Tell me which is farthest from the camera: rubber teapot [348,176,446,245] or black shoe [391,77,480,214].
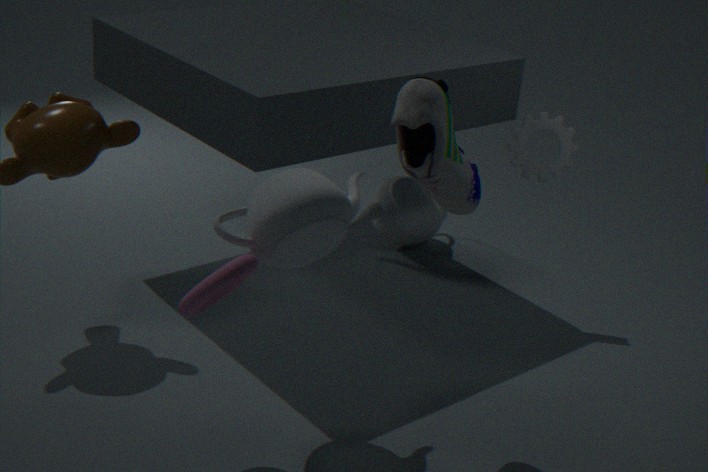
rubber teapot [348,176,446,245]
